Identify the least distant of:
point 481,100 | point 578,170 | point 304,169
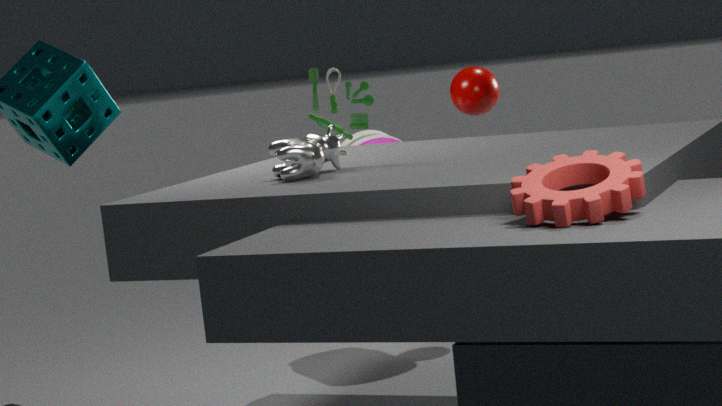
point 578,170
